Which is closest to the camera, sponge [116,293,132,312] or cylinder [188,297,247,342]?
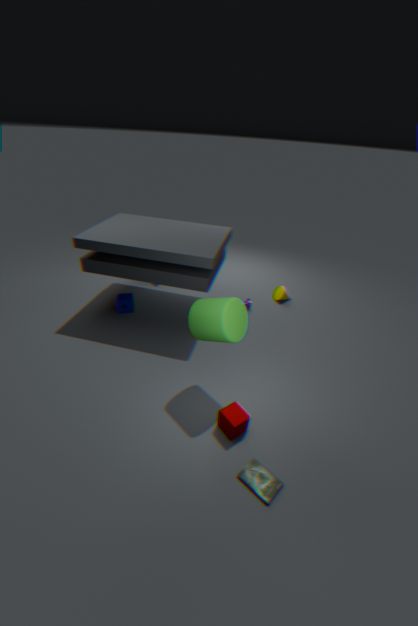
cylinder [188,297,247,342]
